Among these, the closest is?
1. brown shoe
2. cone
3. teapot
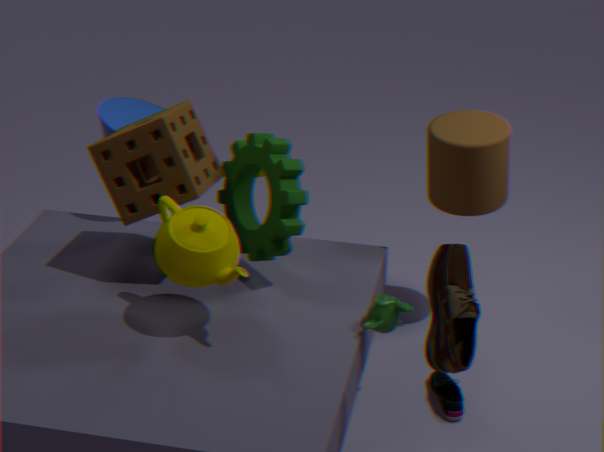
brown shoe
